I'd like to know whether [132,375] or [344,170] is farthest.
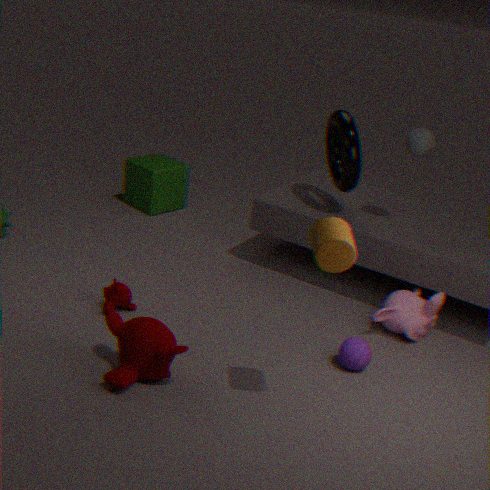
[344,170]
